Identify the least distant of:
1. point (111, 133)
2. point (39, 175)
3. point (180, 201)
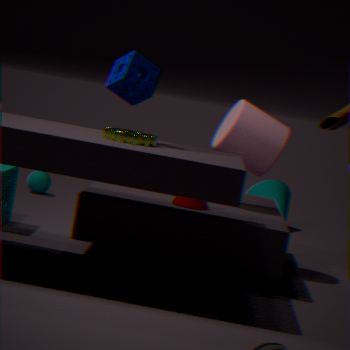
point (111, 133)
